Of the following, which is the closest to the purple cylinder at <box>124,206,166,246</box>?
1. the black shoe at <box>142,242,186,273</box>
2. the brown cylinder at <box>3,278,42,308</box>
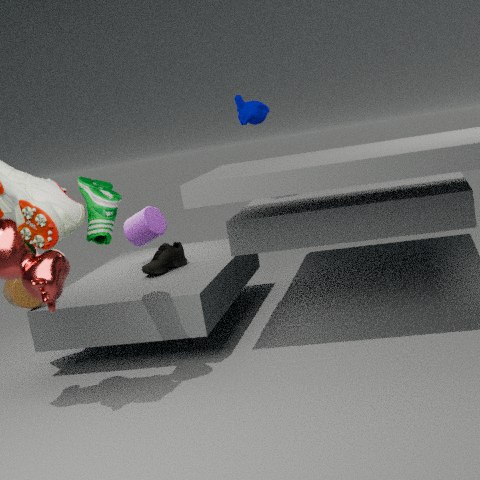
the black shoe at <box>142,242,186,273</box>
